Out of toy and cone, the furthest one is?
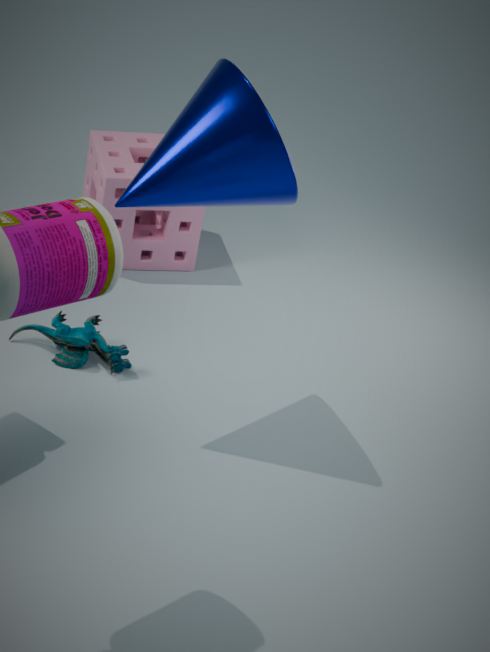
toy
